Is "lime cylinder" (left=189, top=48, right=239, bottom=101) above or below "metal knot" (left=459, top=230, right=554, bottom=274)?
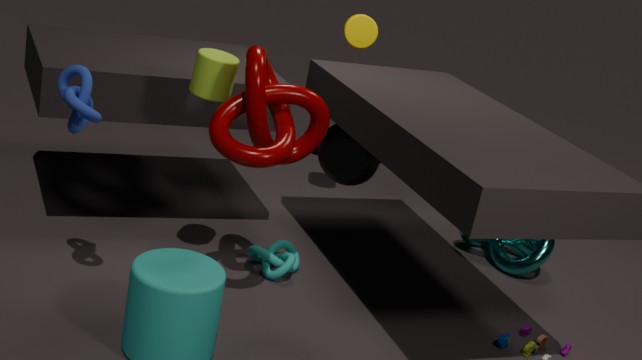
above
